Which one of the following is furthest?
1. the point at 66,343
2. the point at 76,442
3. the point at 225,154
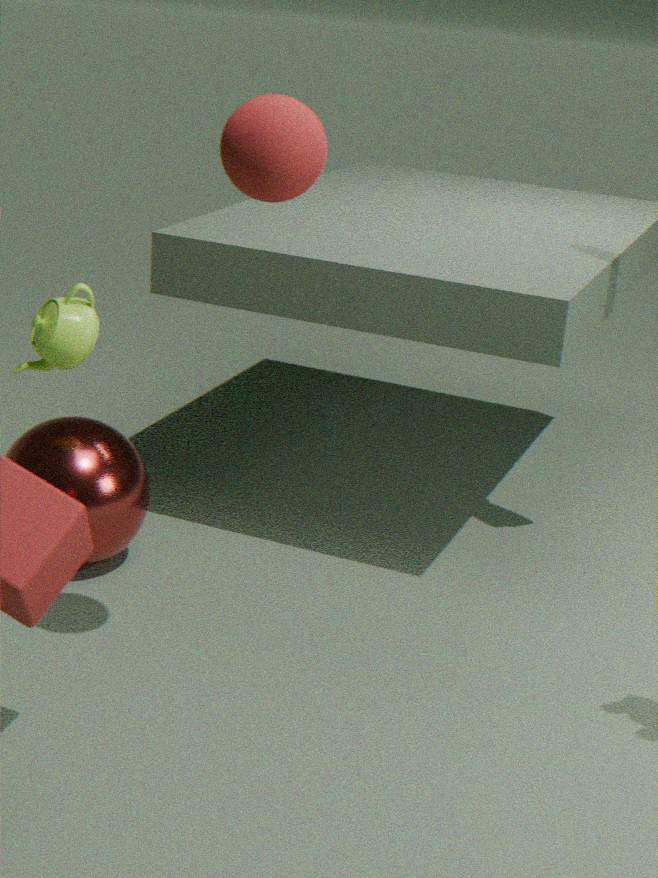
the point at 76,442
